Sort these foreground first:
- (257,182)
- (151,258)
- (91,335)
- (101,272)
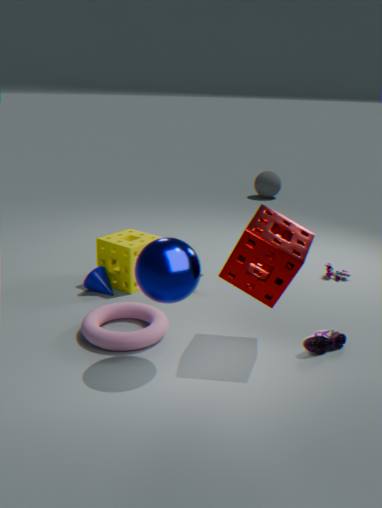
1. (151,258)
2. (91,335)
3. (101,272)
4. (257,182)
